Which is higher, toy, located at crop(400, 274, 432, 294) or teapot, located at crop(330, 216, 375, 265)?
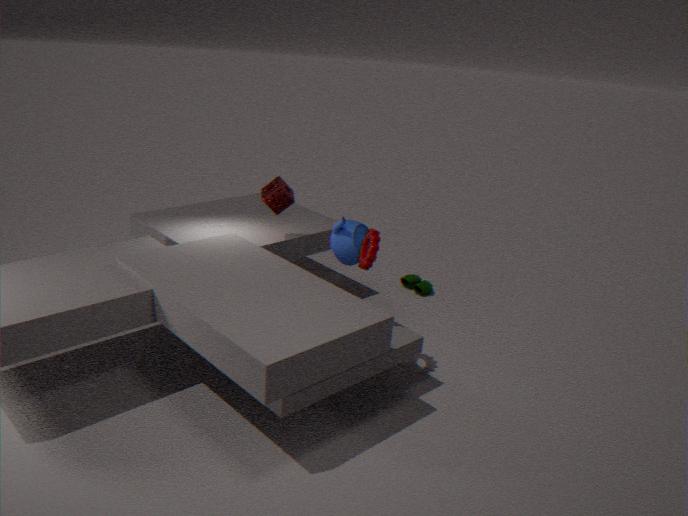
teapot, located at crop(330, 216, 375, 265)
